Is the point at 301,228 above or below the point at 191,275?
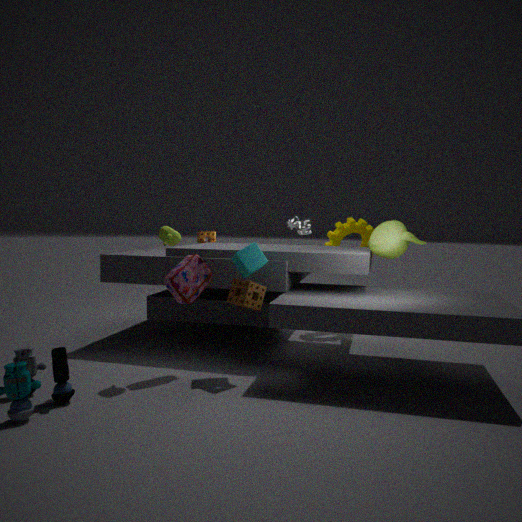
above
